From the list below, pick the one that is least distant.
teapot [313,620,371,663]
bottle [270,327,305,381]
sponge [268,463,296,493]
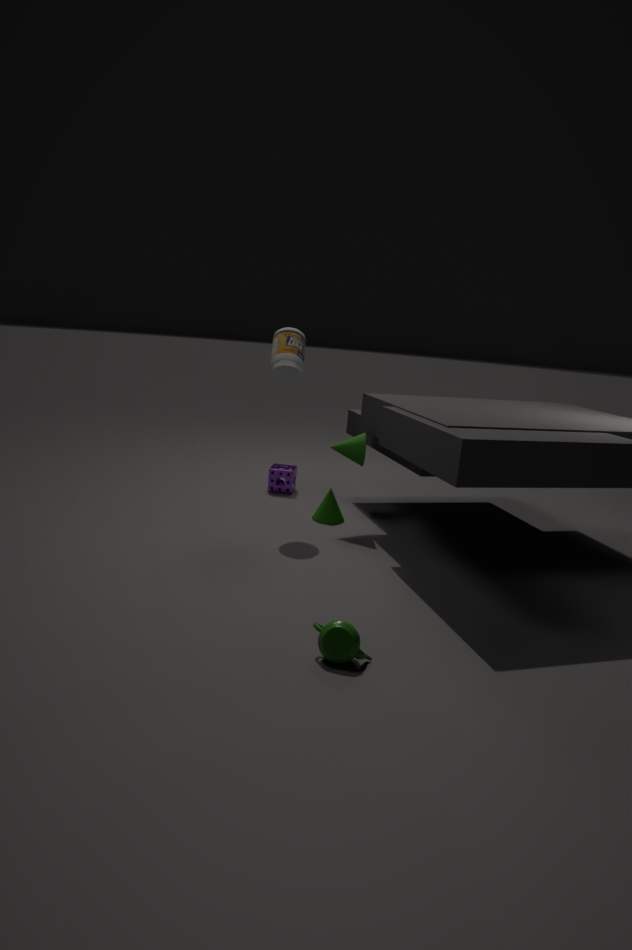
teapot [313,620,371,663]
